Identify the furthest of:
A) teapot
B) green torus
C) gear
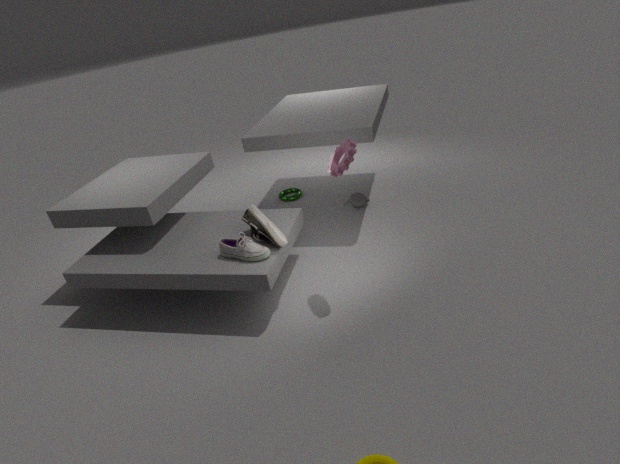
green torus
